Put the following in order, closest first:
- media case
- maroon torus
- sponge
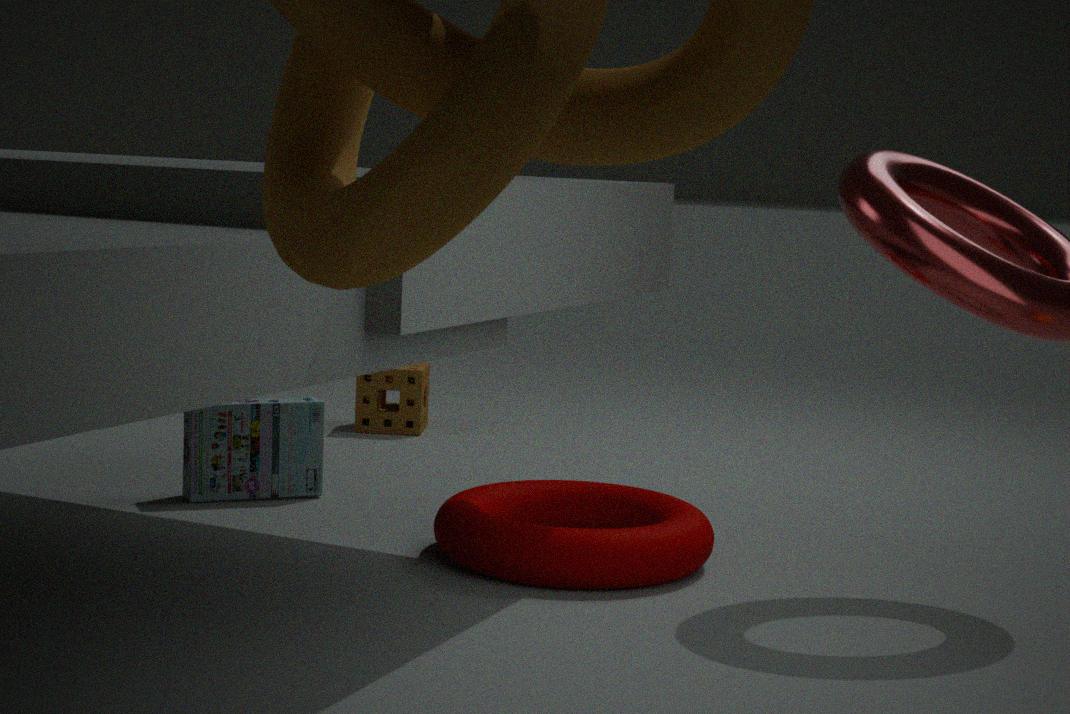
maroon torus, media case, sponge
